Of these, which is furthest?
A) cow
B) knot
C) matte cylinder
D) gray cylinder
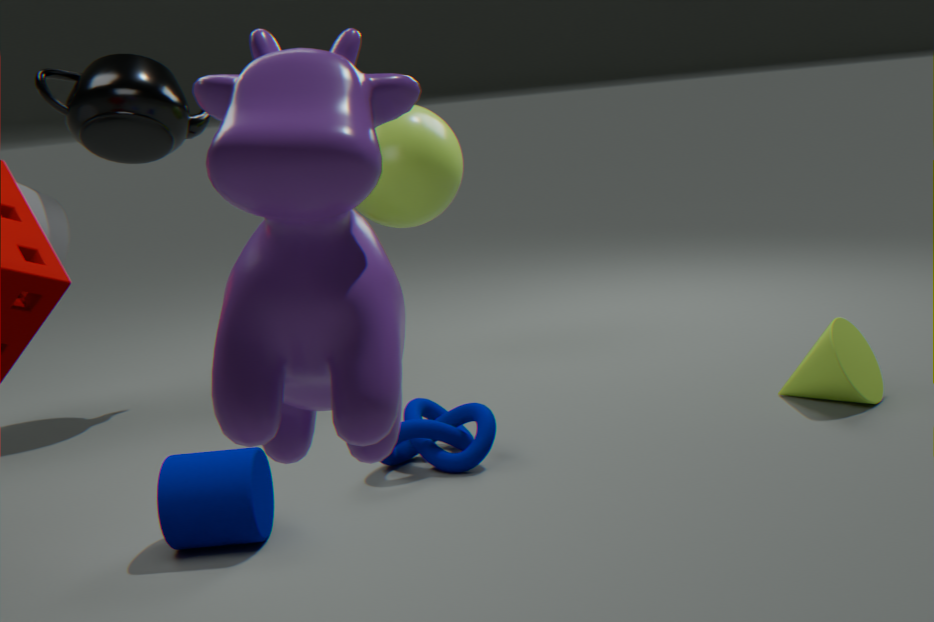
gray cylinder
